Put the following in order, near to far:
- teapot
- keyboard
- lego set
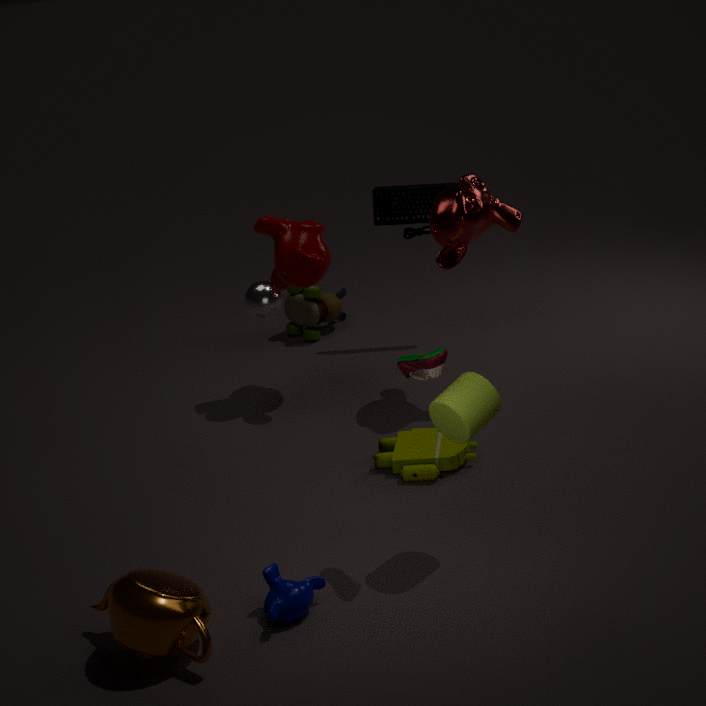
teapot, lego set, keyboard
